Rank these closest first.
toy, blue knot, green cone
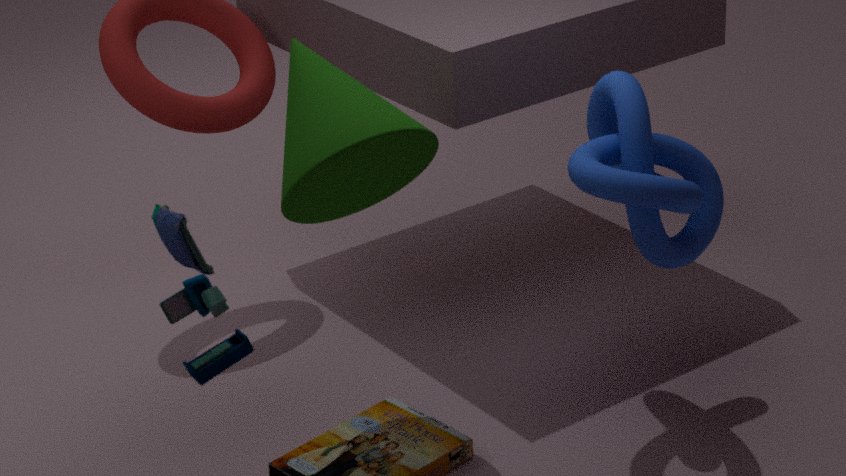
toy
green cone
blue knot
